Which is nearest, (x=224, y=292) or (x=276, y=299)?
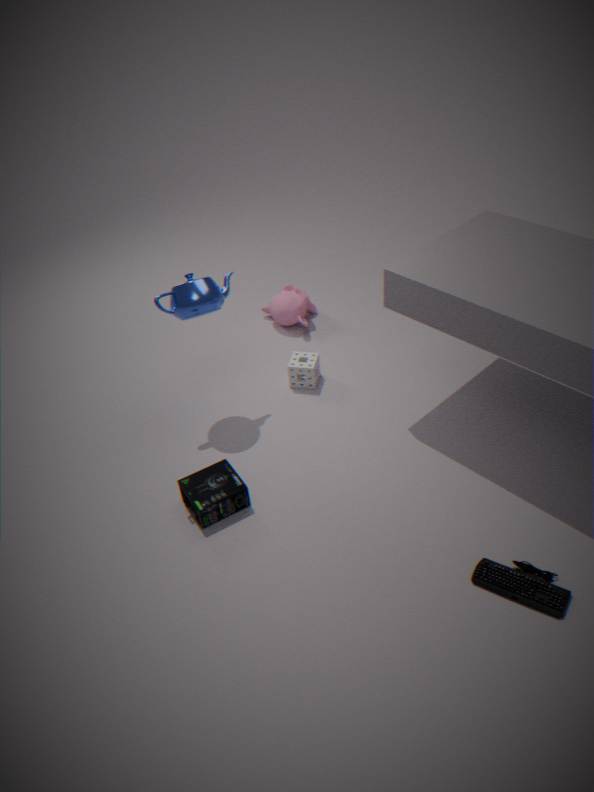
(x=224, y=292)
